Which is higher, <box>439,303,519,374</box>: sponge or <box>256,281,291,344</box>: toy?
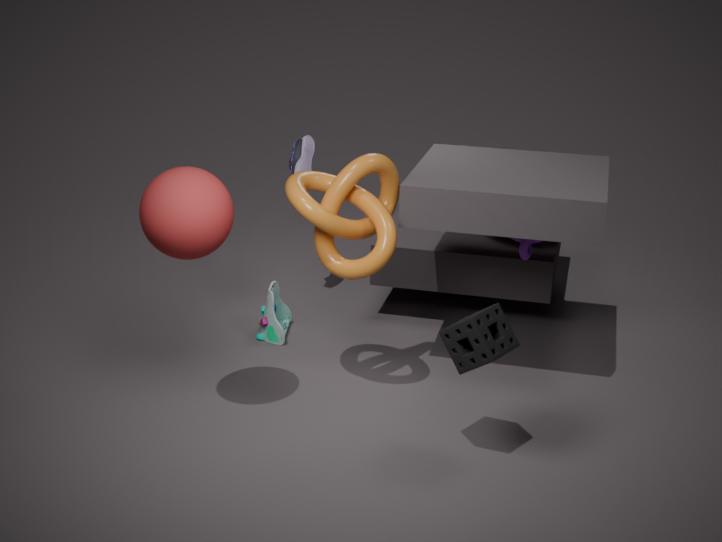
<box>439,303,519,374</box>: sponge
